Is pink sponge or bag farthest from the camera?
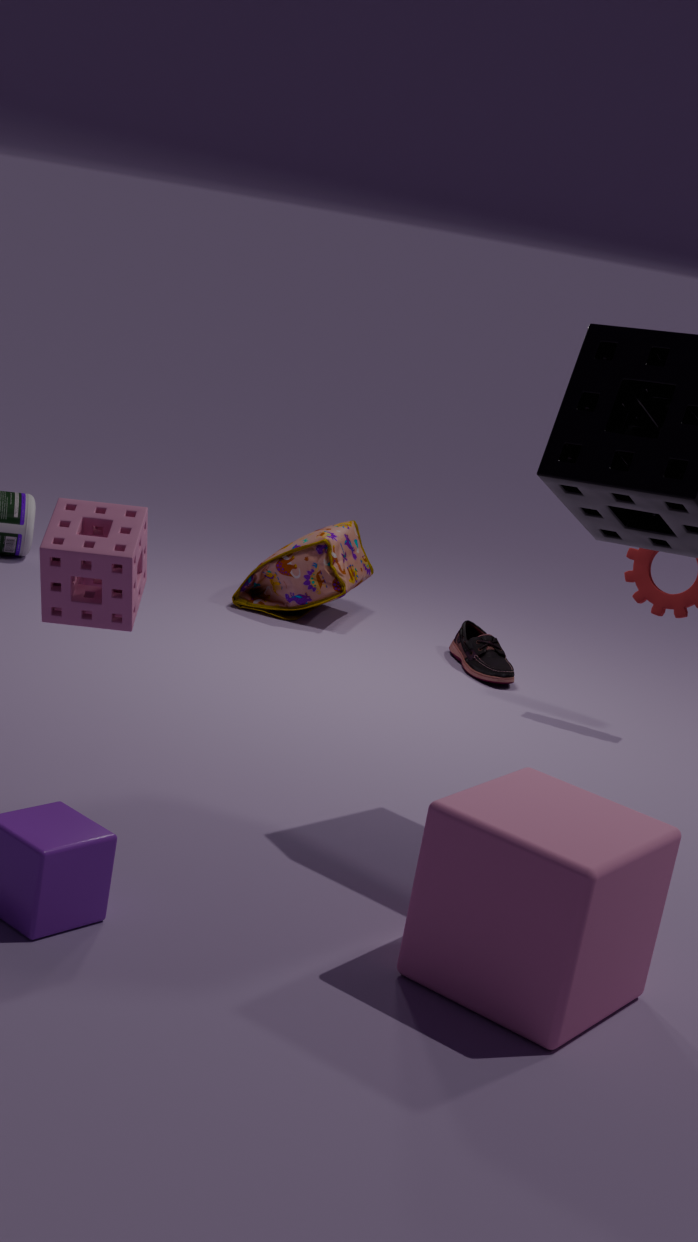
bag
